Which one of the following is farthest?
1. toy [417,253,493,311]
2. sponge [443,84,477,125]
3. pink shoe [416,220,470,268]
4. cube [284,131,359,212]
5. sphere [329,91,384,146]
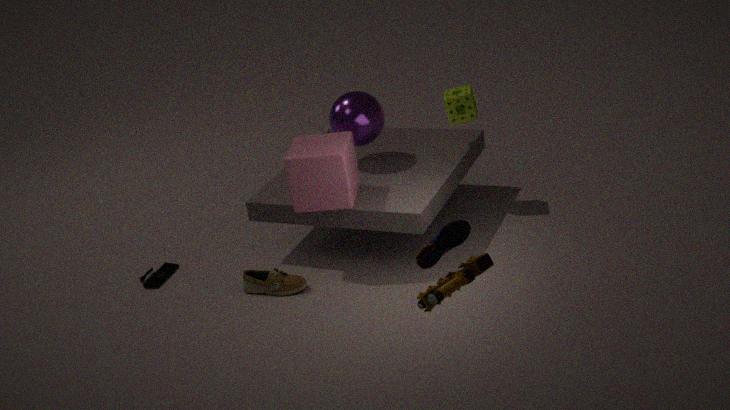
sponge [443,84,477,125]
